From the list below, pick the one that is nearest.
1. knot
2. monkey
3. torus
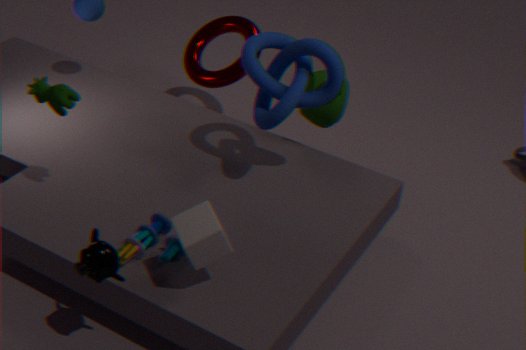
monkey
